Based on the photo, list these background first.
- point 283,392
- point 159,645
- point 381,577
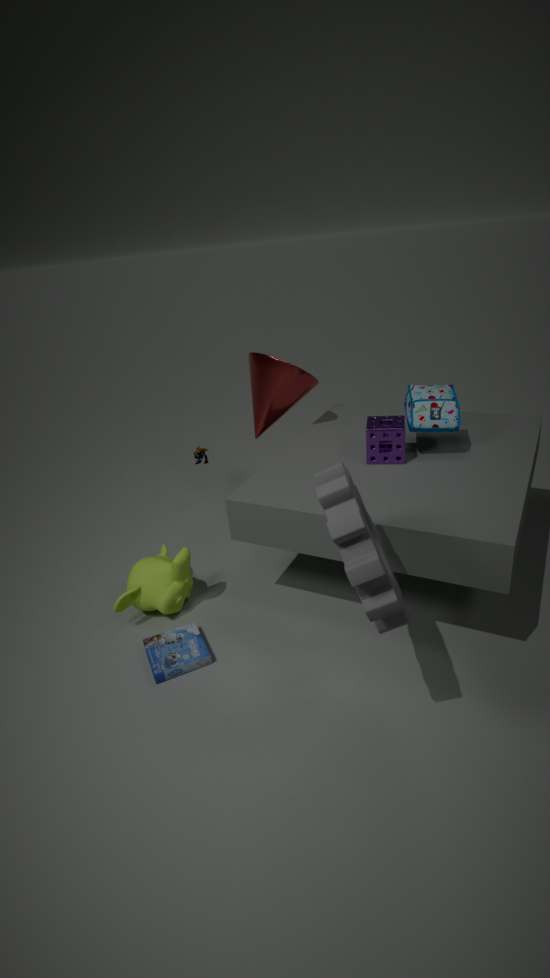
point 283,392, point 159,645, point 381,577
